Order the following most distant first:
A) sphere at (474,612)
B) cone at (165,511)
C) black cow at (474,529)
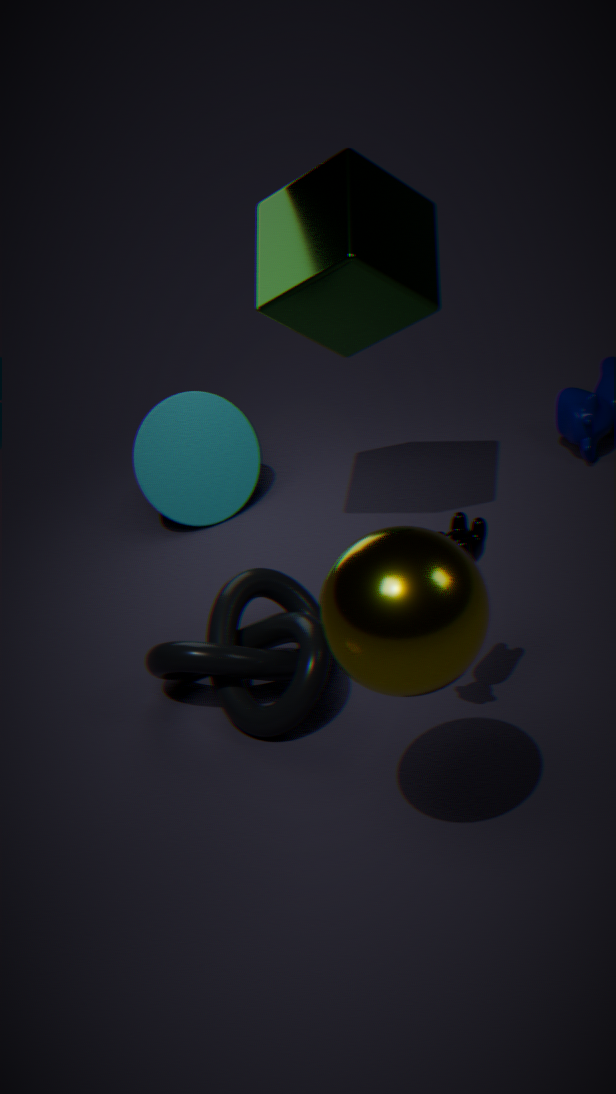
cone at (165,511)
black cow at (474,529)
sphere at (474,612)
